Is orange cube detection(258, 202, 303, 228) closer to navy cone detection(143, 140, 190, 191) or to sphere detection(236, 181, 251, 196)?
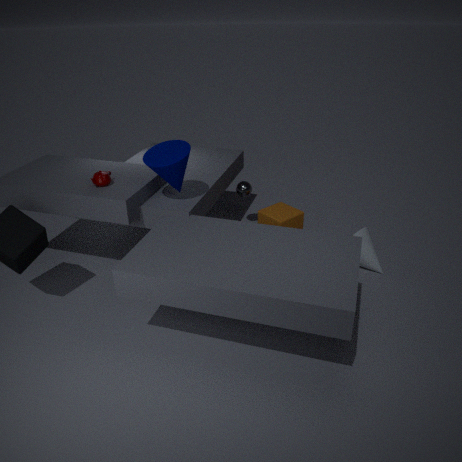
sphere detection(236, 181, 251, 196)
